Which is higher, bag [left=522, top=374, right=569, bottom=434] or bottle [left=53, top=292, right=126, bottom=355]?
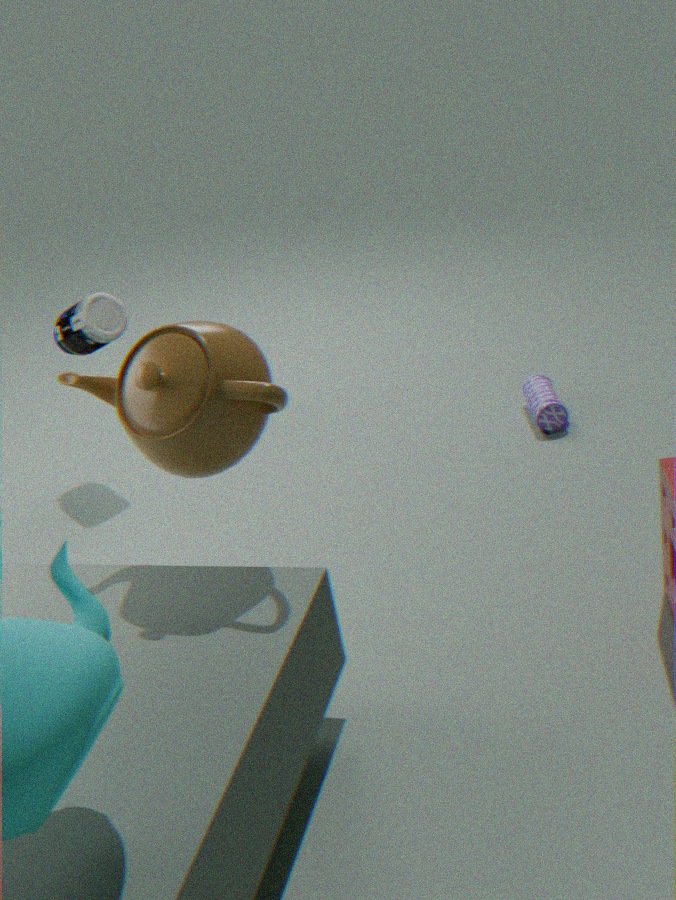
bottle [left=53, top=292, right=126, bottom=355]
